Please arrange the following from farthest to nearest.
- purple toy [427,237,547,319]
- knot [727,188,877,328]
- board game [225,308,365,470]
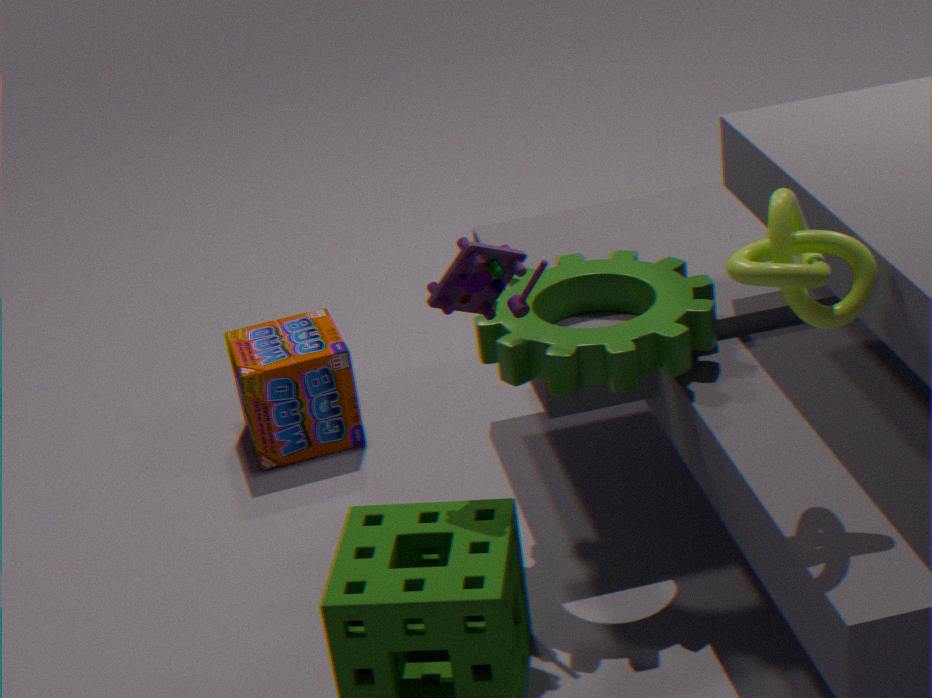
board game [225,308,365,470] → purple toy [427,237,547,319] → knot [727,188,877,328]
